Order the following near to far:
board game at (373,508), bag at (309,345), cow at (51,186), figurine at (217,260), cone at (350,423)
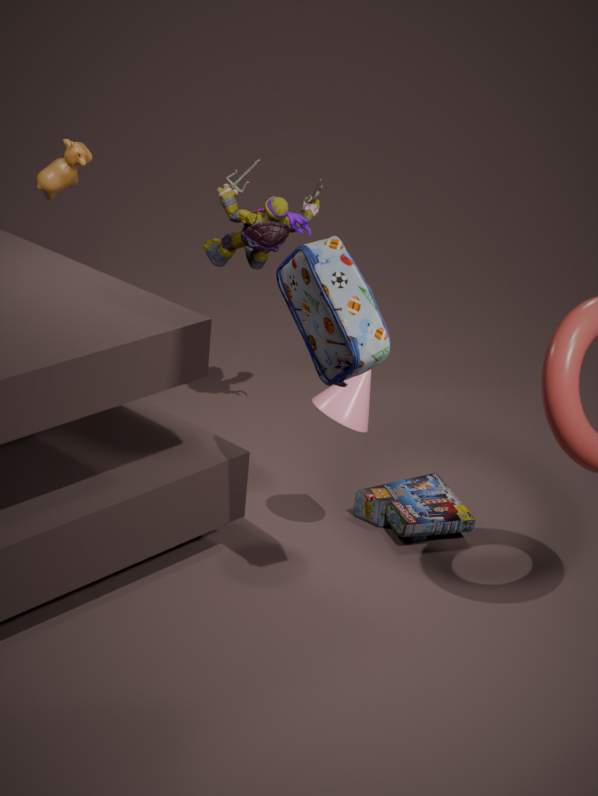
bag at (309,345)
cone at (350,423)
board game at (373,508)
cow at (51,186)
figurine at (217,260)
